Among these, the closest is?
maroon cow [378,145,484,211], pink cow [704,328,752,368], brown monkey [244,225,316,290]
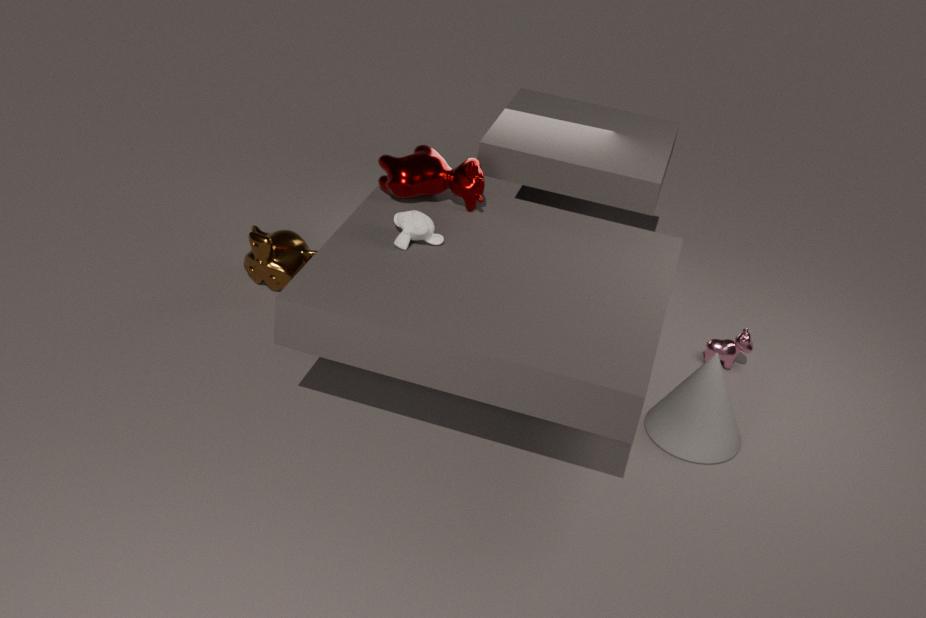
maroon cow [378,145,484,211]
